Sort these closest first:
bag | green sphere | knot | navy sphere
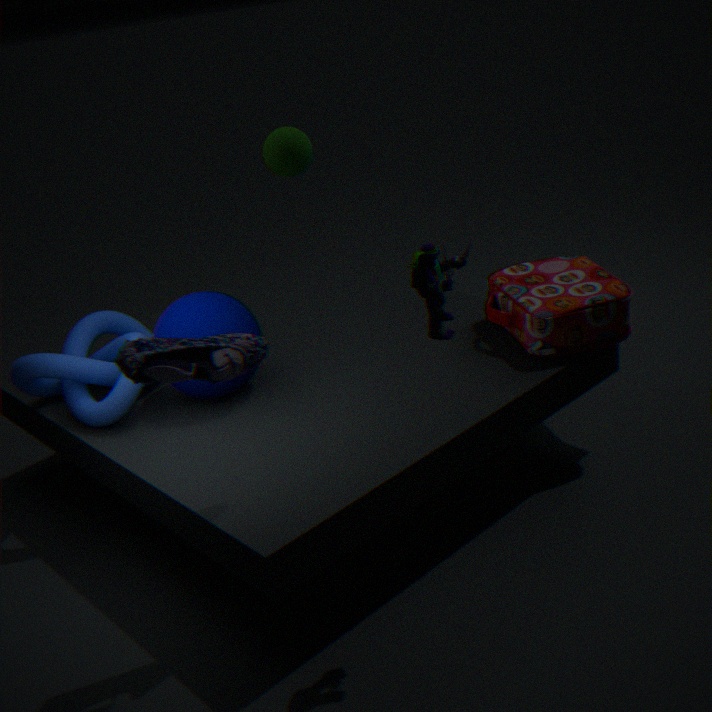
navy sphere → knot → bag → green sphere
